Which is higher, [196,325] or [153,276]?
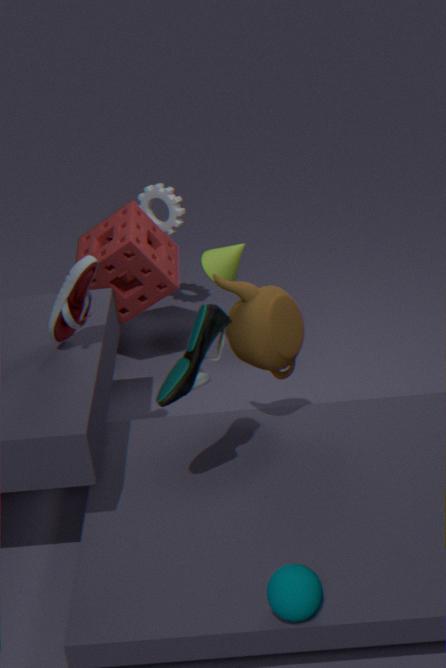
[196,325]
